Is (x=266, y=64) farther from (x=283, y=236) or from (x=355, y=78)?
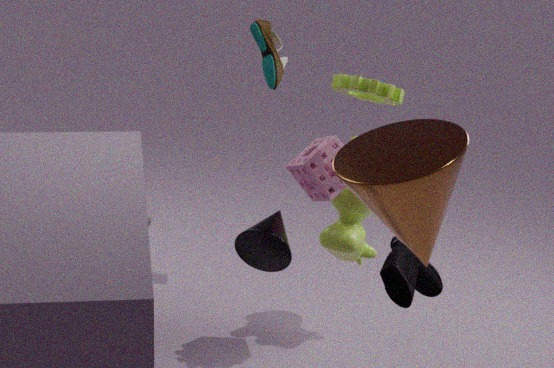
(x=283, y=236)
